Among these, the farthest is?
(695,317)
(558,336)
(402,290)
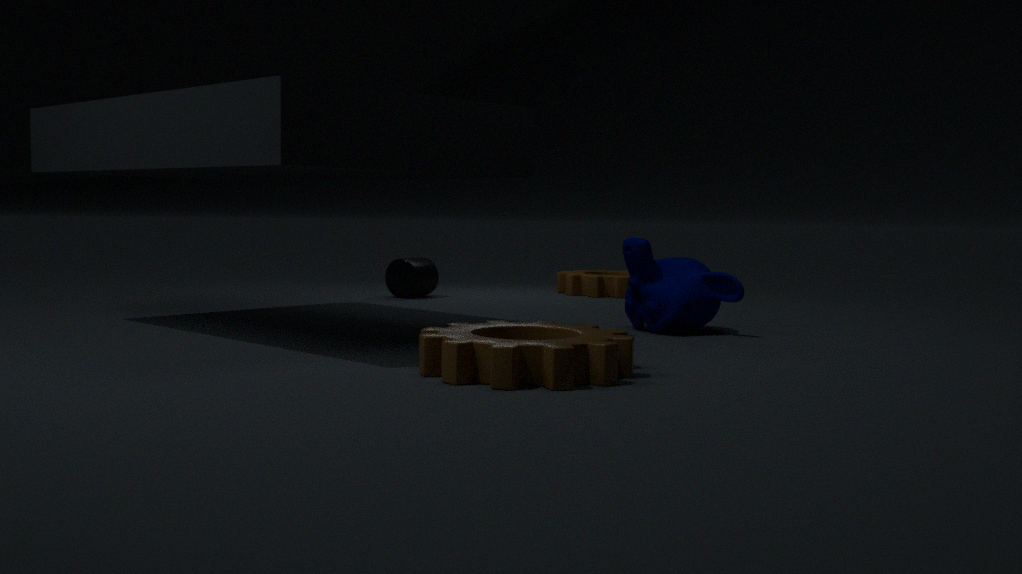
(402,290)
